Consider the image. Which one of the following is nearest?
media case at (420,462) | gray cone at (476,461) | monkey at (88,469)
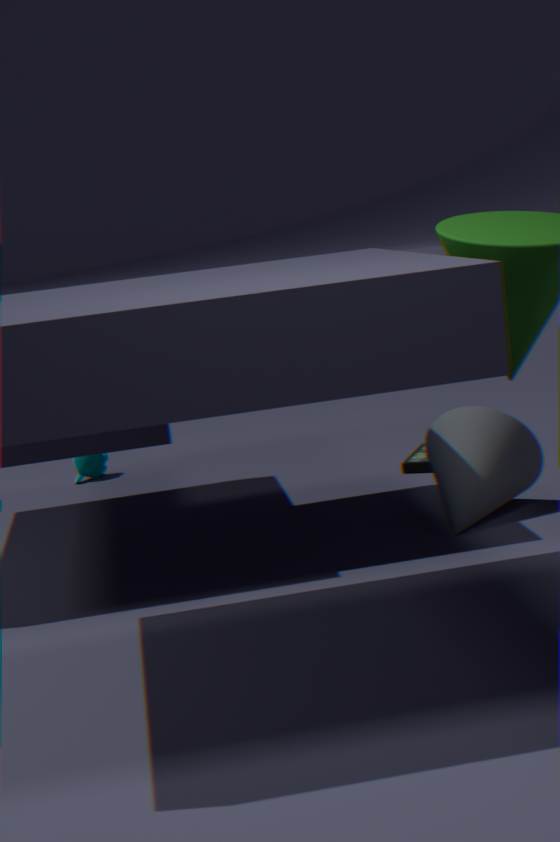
gray cone at (476,461)
